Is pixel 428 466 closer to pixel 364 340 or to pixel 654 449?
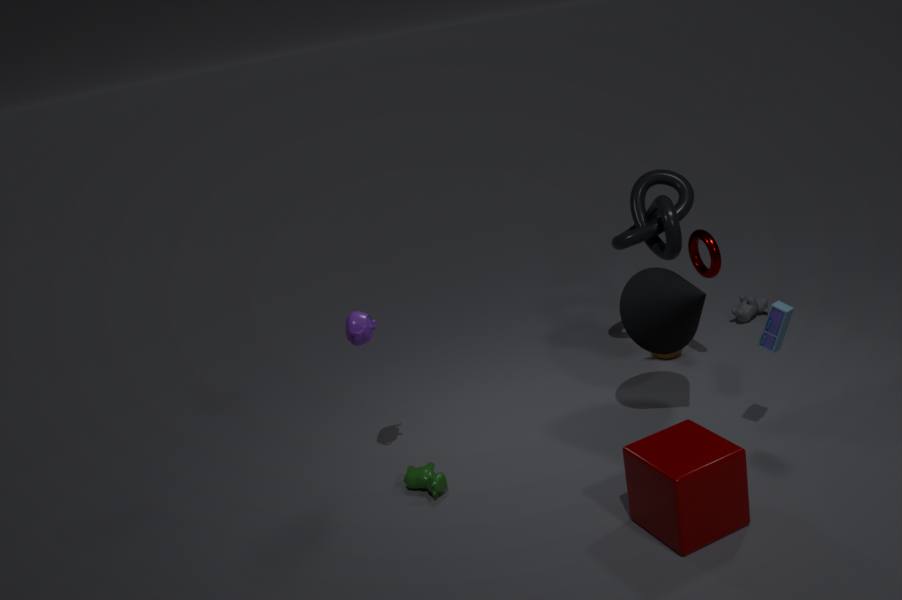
pixel 364 340
